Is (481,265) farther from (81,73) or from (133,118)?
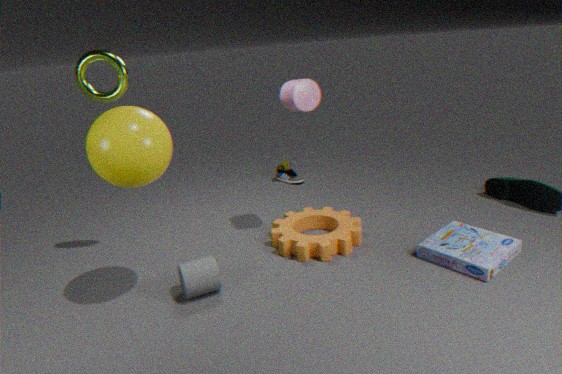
(81,73)
